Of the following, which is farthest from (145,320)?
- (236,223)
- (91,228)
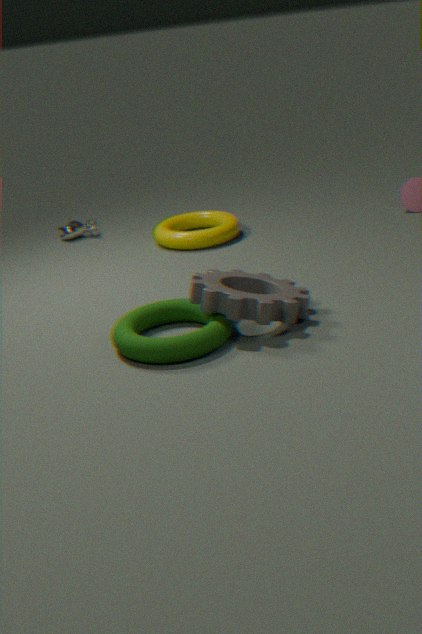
(91,228)
